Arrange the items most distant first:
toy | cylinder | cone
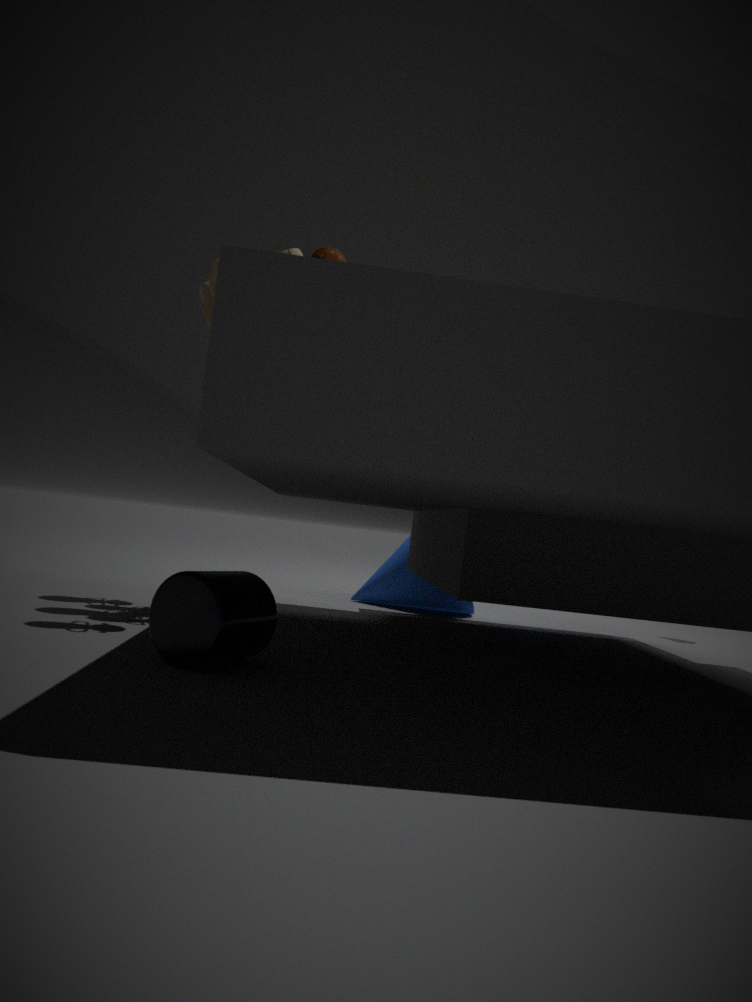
cone → toy → cylinder
